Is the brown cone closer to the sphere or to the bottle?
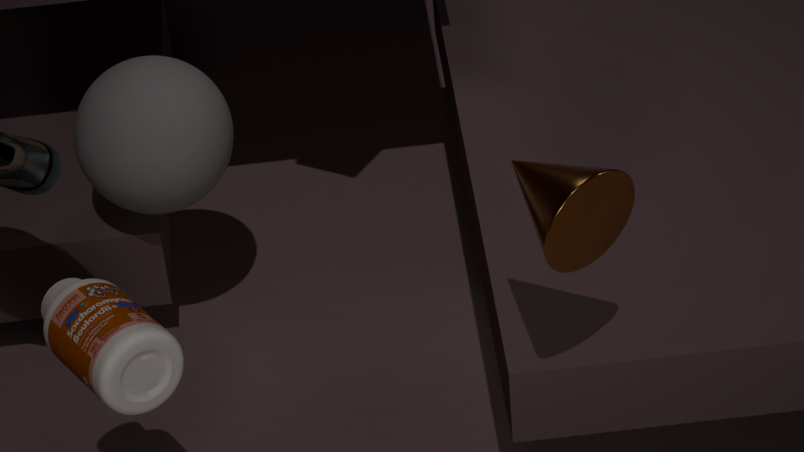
the bottle
